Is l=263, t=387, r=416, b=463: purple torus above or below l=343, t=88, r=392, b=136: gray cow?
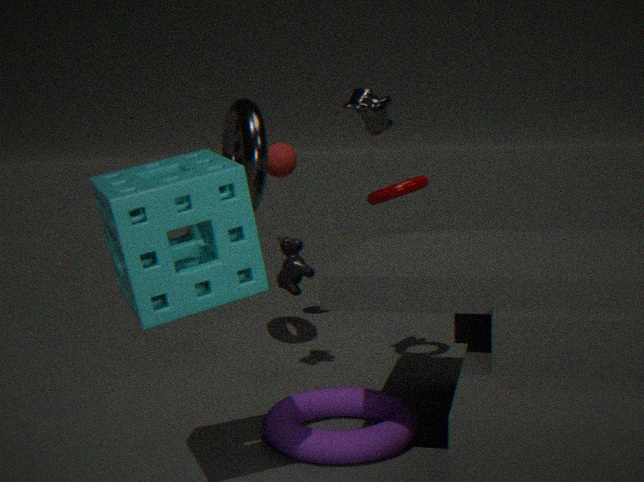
below
